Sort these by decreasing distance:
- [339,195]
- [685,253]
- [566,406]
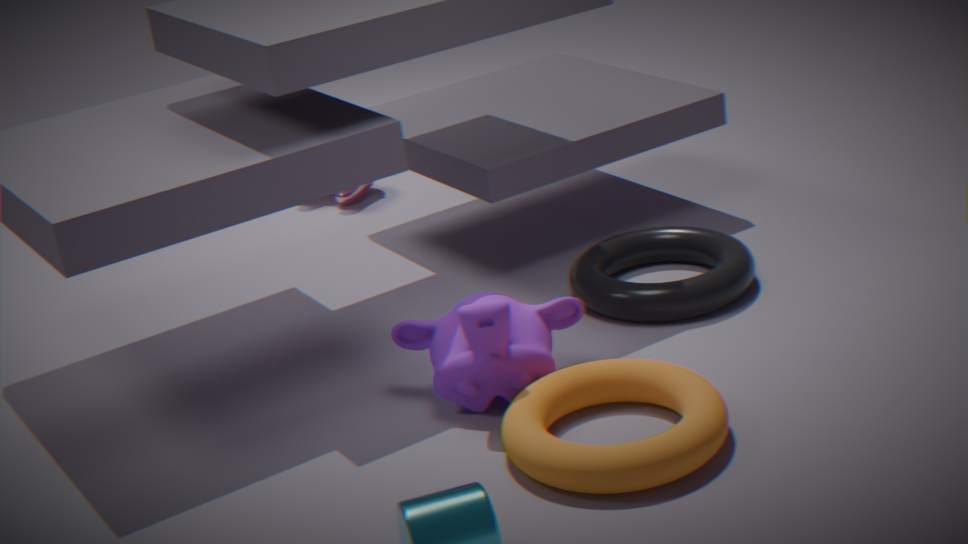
[339,195] → [685,253] → [566,406]
